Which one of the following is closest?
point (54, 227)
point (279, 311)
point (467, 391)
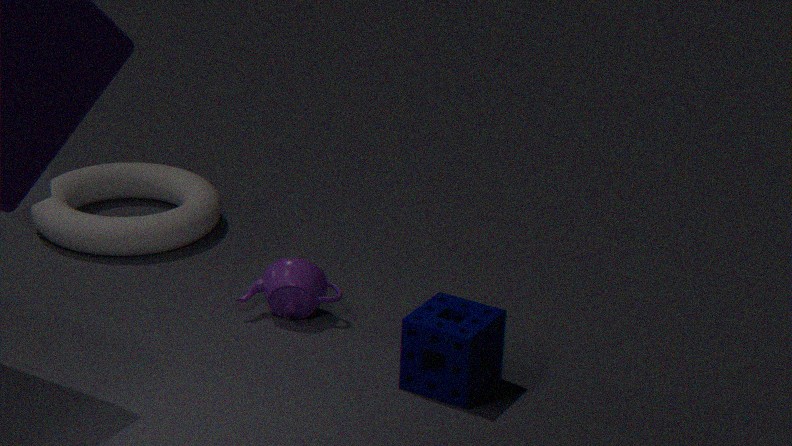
point (467, 391)
